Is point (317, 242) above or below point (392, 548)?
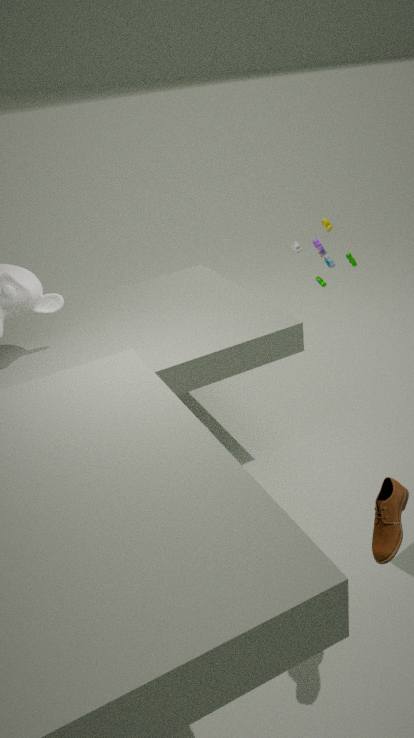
above
